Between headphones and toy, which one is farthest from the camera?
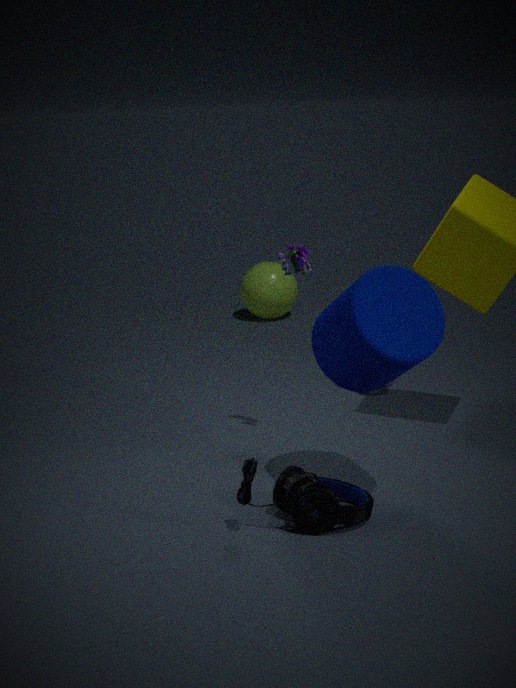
toy
